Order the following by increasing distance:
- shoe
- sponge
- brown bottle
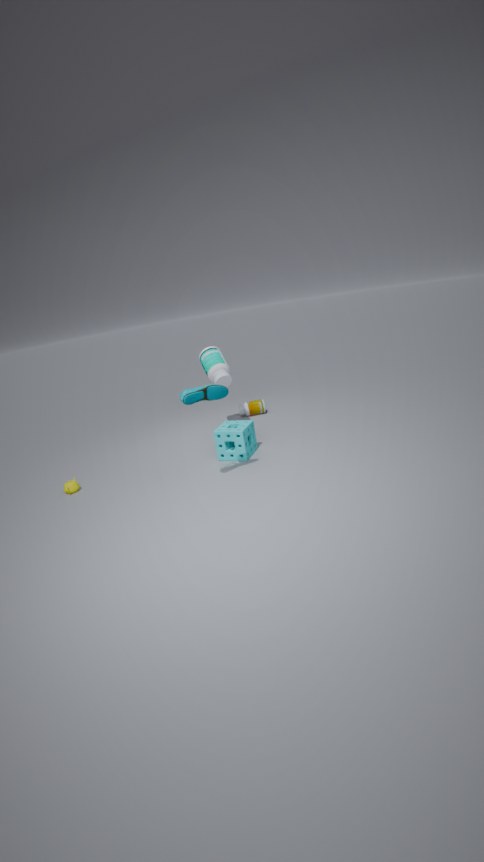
shoe → sponge → brown bottle
